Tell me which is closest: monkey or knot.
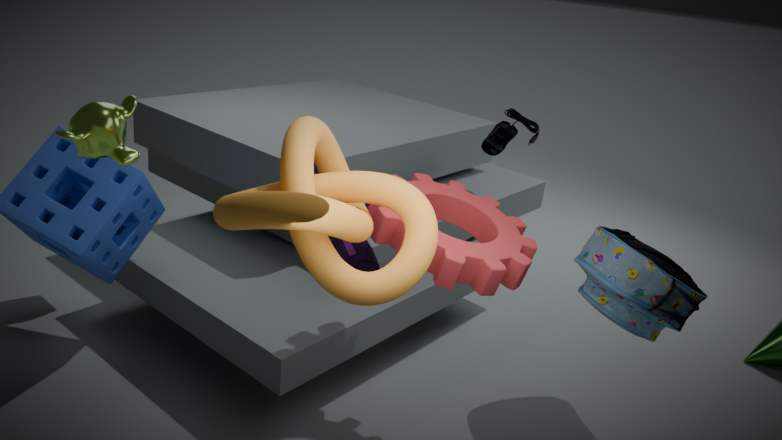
knot
